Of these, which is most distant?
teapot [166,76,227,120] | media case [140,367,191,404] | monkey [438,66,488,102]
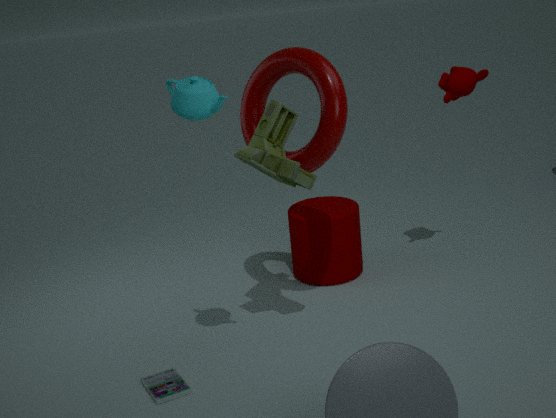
monkey [438,66,488,102]
